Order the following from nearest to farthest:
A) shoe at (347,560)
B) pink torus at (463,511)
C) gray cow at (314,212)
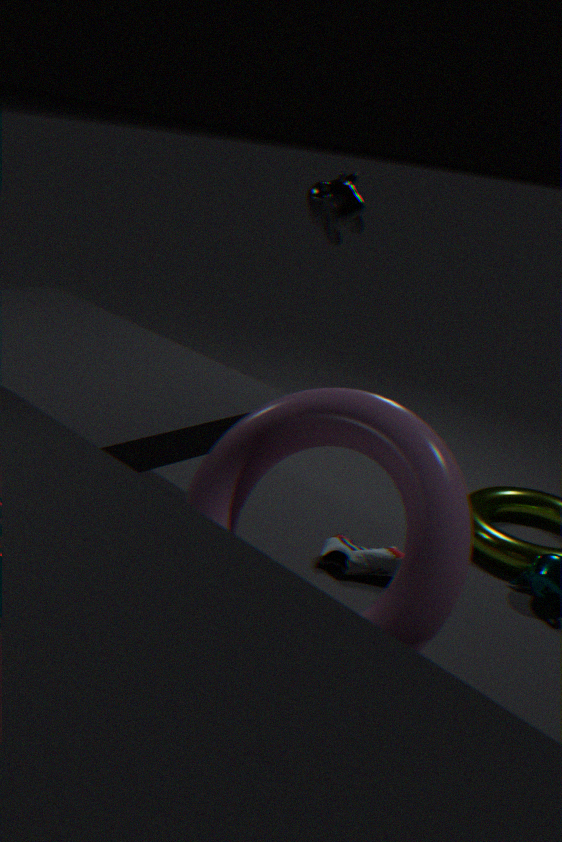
1. pink torus at (463,511)
2. gray cow at (314,212)
3. shoe at (347,560)
